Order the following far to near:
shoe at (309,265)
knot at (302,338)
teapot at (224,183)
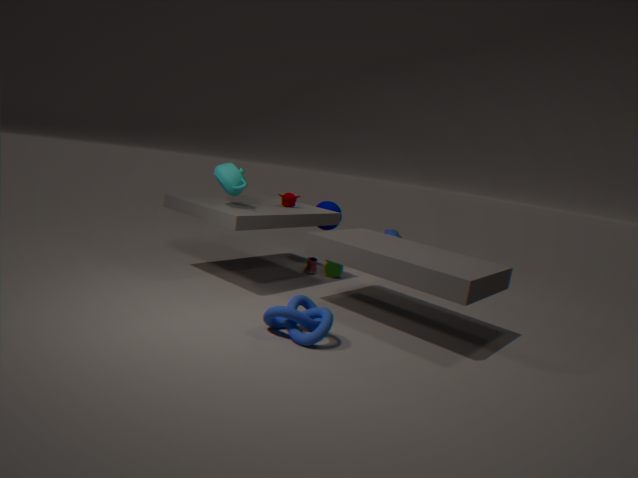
1. shoe at (309,265)
2. teapot at (224,183)
3. knot at (302,338)
